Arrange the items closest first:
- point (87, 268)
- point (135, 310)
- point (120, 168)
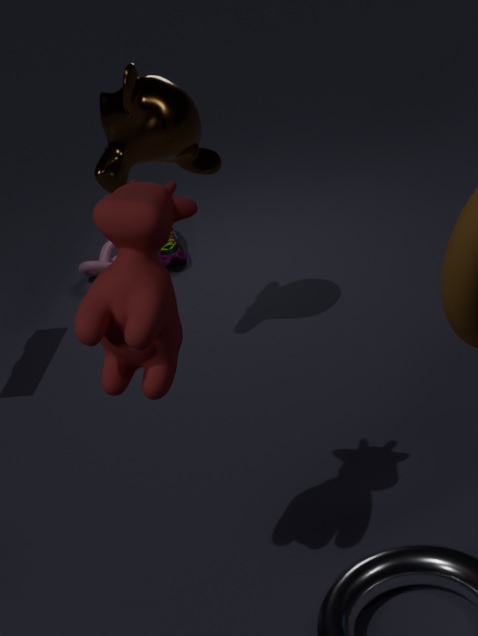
point (135, 310) → point (120, 168) → point (87, 268)
